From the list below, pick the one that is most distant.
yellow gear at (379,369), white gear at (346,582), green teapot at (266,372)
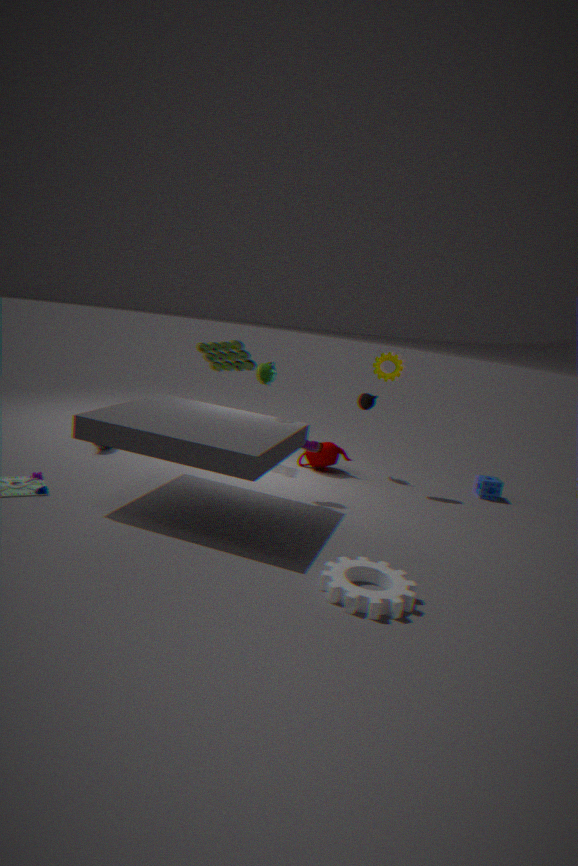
yellow gear at (379,369)
